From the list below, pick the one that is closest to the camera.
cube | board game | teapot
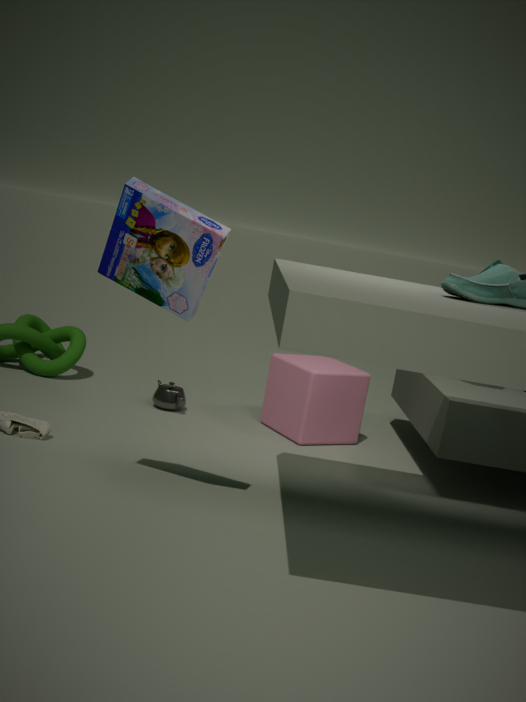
board game
